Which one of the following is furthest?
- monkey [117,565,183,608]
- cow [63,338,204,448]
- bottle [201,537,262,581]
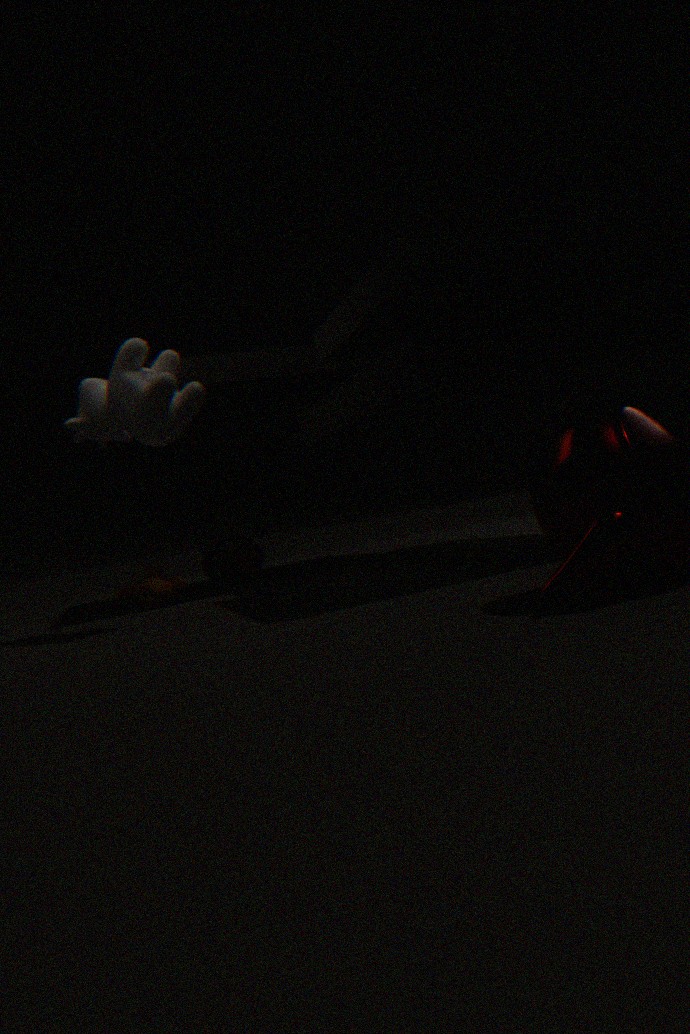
bottle [201,537,262,581]
